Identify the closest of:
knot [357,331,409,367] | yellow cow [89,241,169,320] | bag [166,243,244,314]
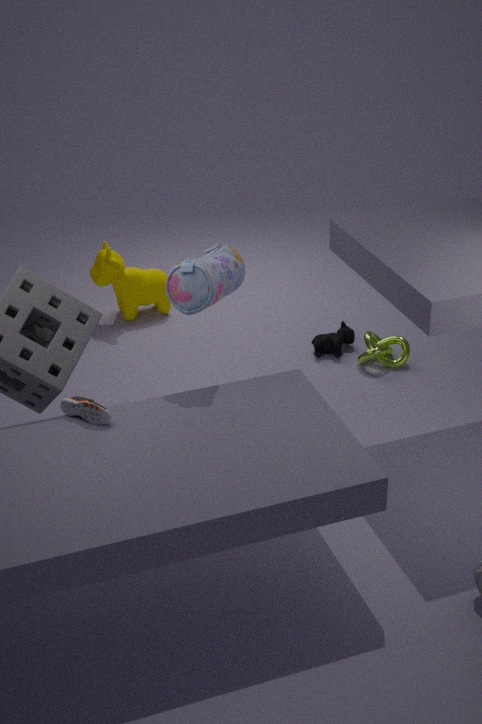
bag [166,243,244,314]
